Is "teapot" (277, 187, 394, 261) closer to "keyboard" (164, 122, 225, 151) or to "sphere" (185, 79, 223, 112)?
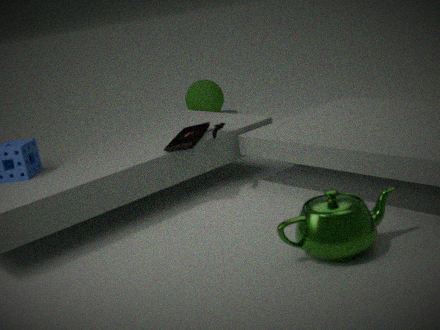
"keyboard" (164, 122, 225, 151)
